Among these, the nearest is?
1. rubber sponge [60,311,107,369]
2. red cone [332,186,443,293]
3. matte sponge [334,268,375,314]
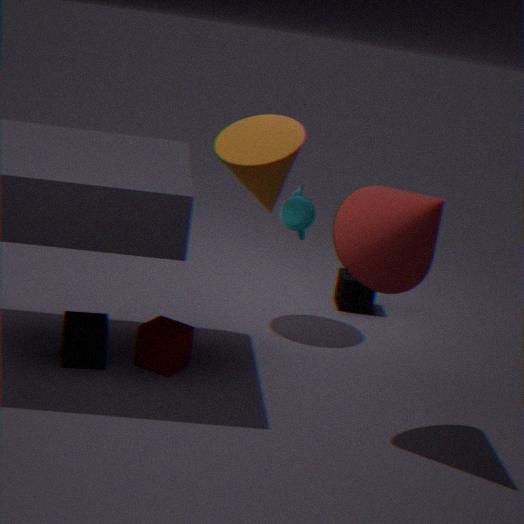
red cone [332,186,443,293]
